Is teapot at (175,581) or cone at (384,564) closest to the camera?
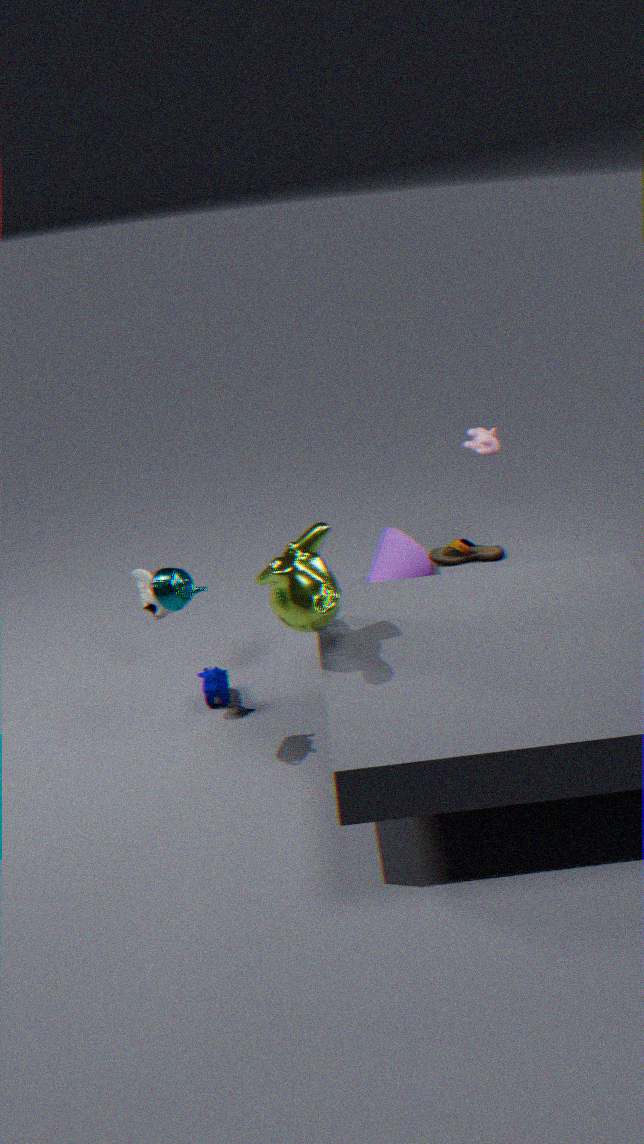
teapot at (175,581)
